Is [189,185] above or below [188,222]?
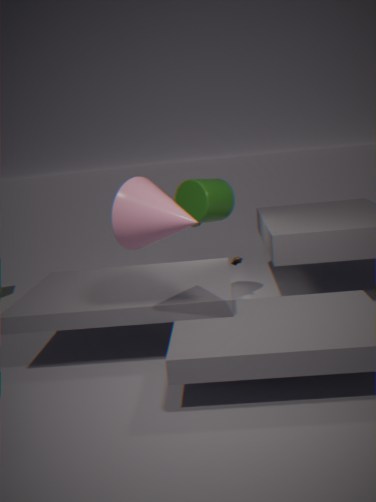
below
